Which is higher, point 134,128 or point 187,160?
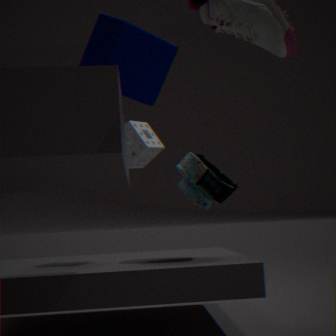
point 134,128
